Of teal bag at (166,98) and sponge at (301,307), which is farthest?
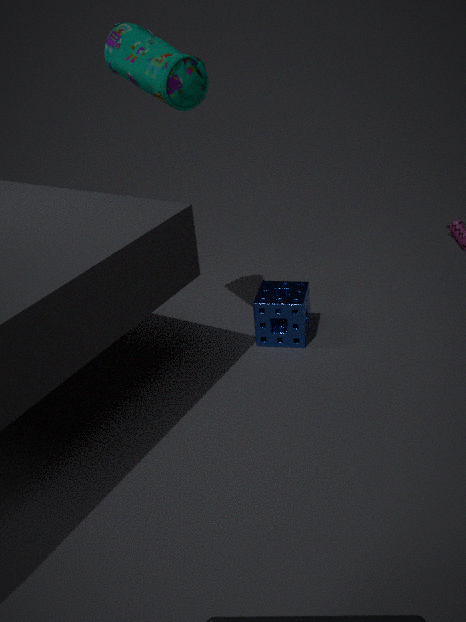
sponge at (301,307)
